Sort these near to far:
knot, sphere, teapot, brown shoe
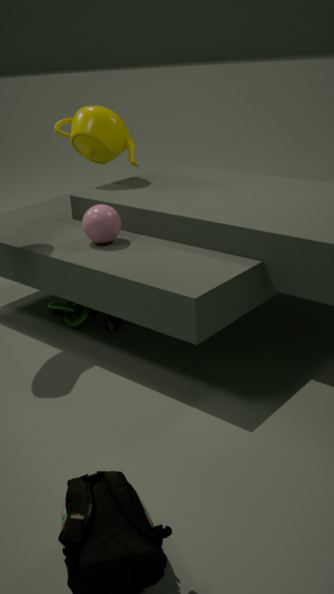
sphere
brown shoe
knot
teapot
